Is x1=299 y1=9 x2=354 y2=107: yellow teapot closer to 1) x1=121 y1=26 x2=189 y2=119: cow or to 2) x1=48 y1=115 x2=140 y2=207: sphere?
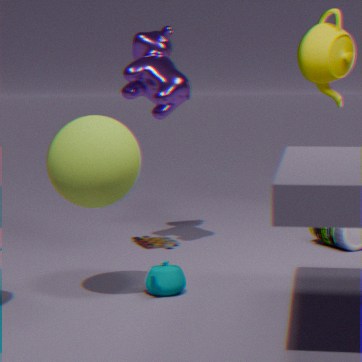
1) x1=121 y1=26 x2=189 y2=119: cow
